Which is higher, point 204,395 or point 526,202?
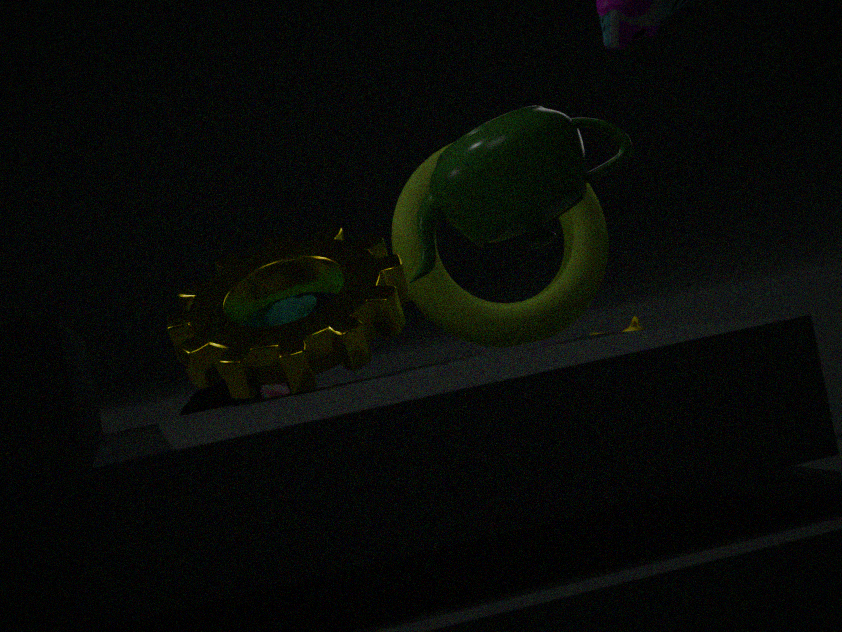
point 526,202
